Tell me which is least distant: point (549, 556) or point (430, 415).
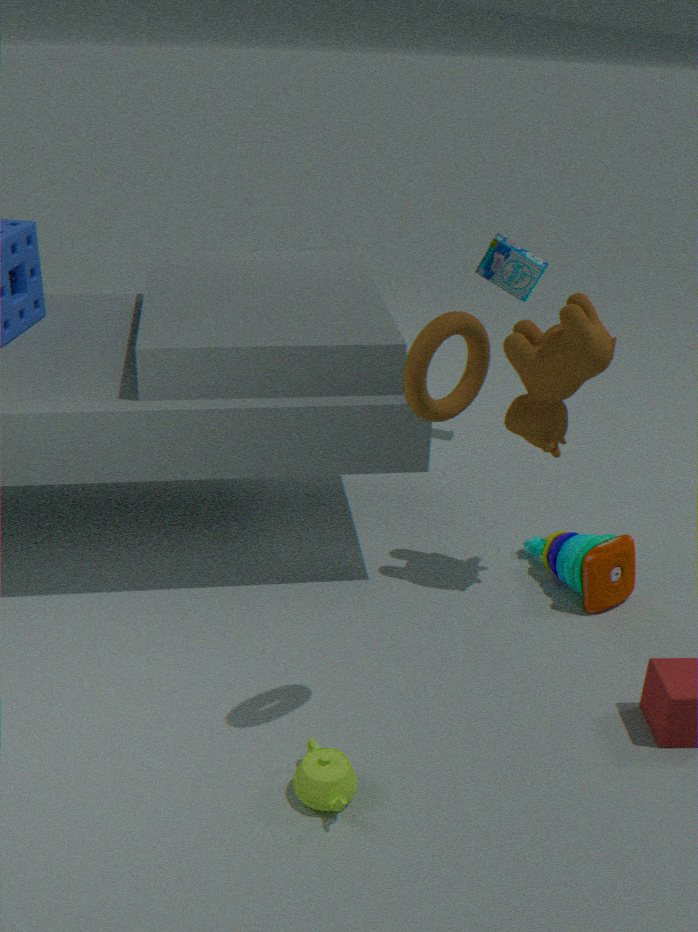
point (430, 415)
